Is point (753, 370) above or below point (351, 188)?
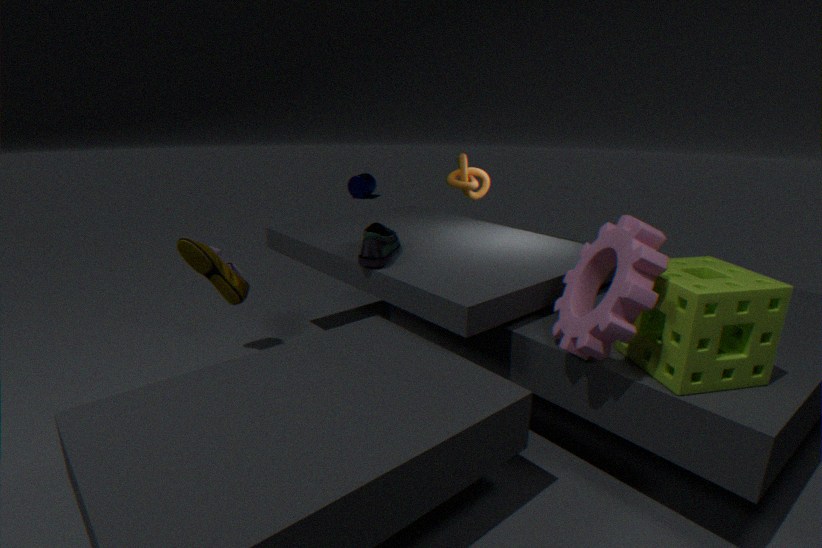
above
